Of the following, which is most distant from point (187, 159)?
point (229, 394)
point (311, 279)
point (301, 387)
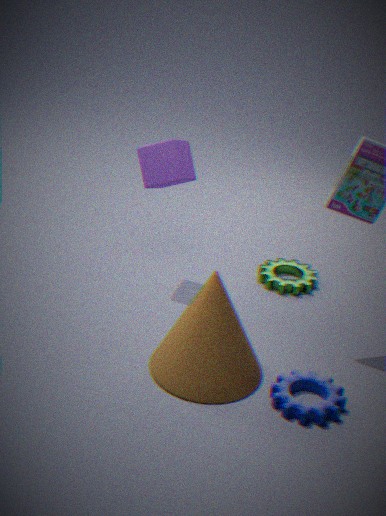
point (301, 387)
